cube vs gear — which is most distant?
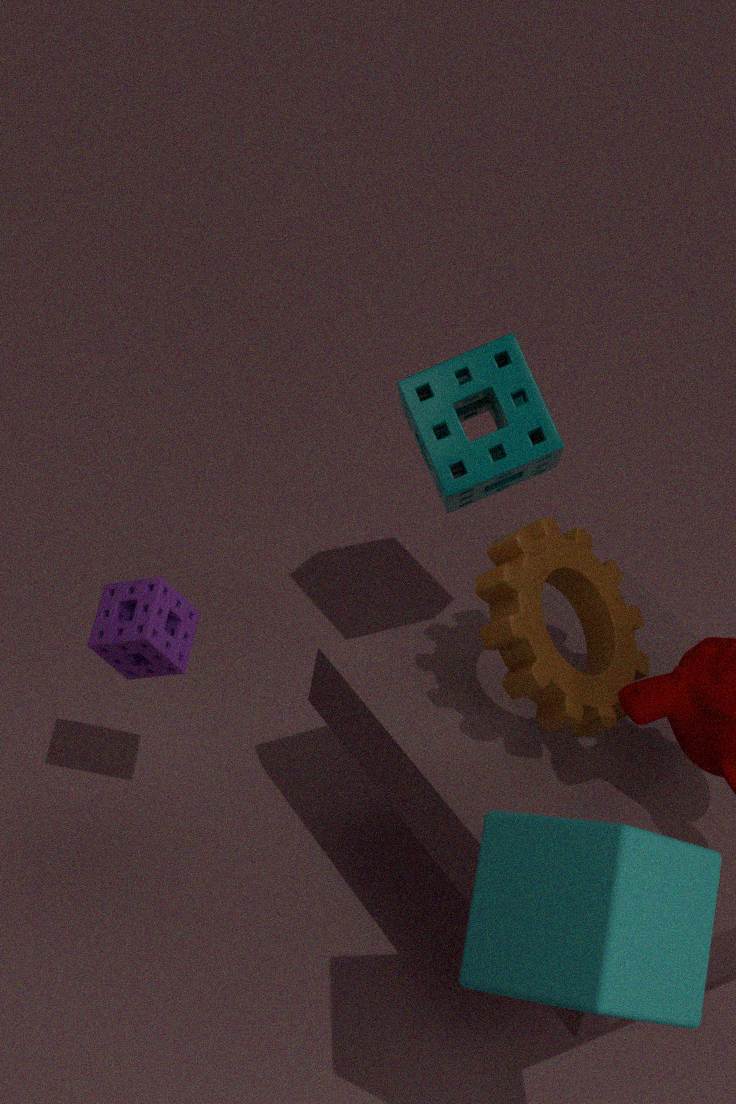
A: gear
